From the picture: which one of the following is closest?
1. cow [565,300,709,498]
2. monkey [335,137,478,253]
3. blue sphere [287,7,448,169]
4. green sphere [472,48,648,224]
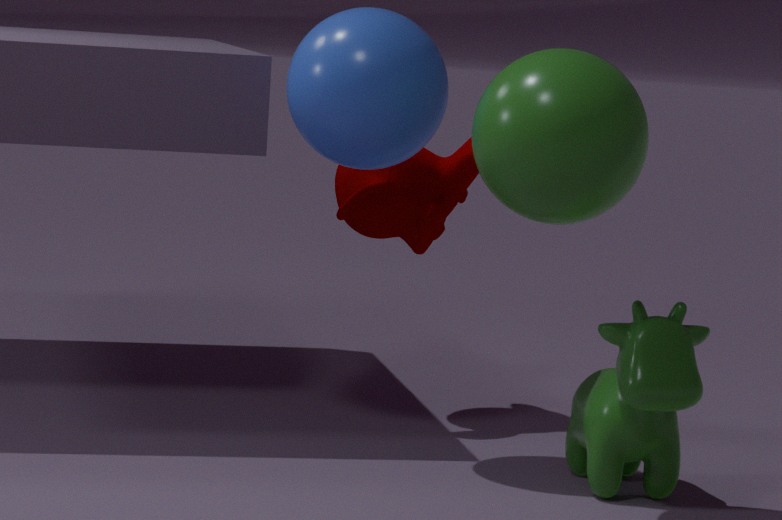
green sphere [472,48,648,224]
